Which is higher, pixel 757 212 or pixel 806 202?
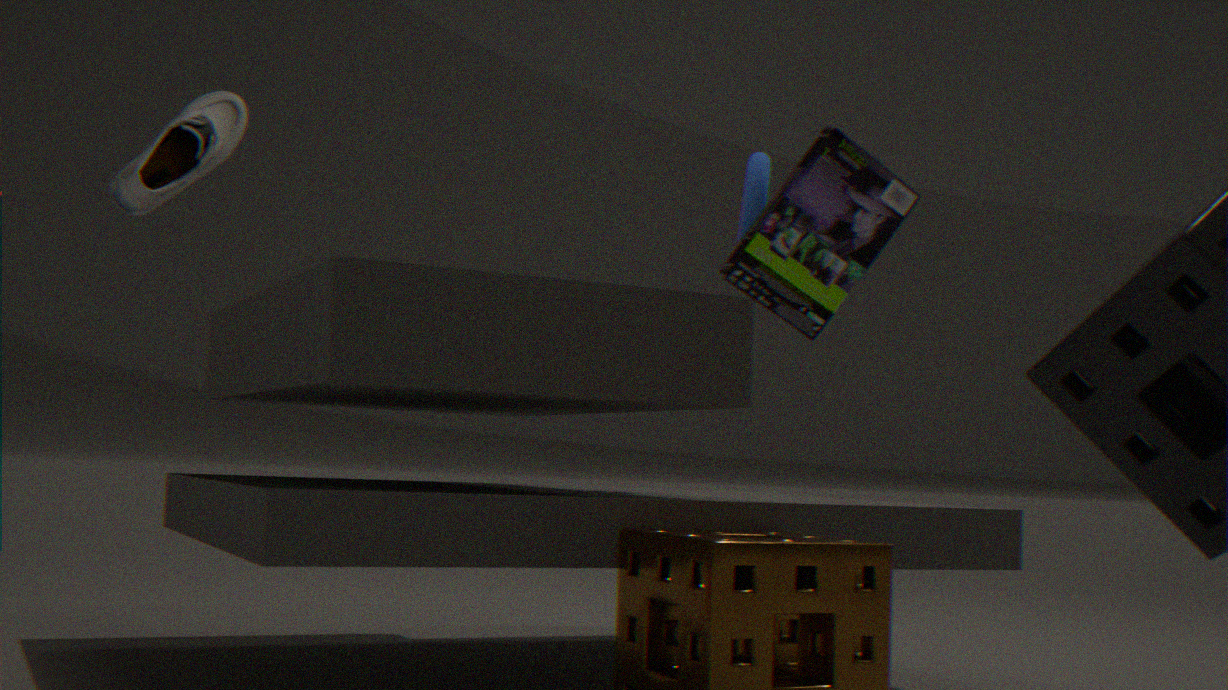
pixel 757 212
